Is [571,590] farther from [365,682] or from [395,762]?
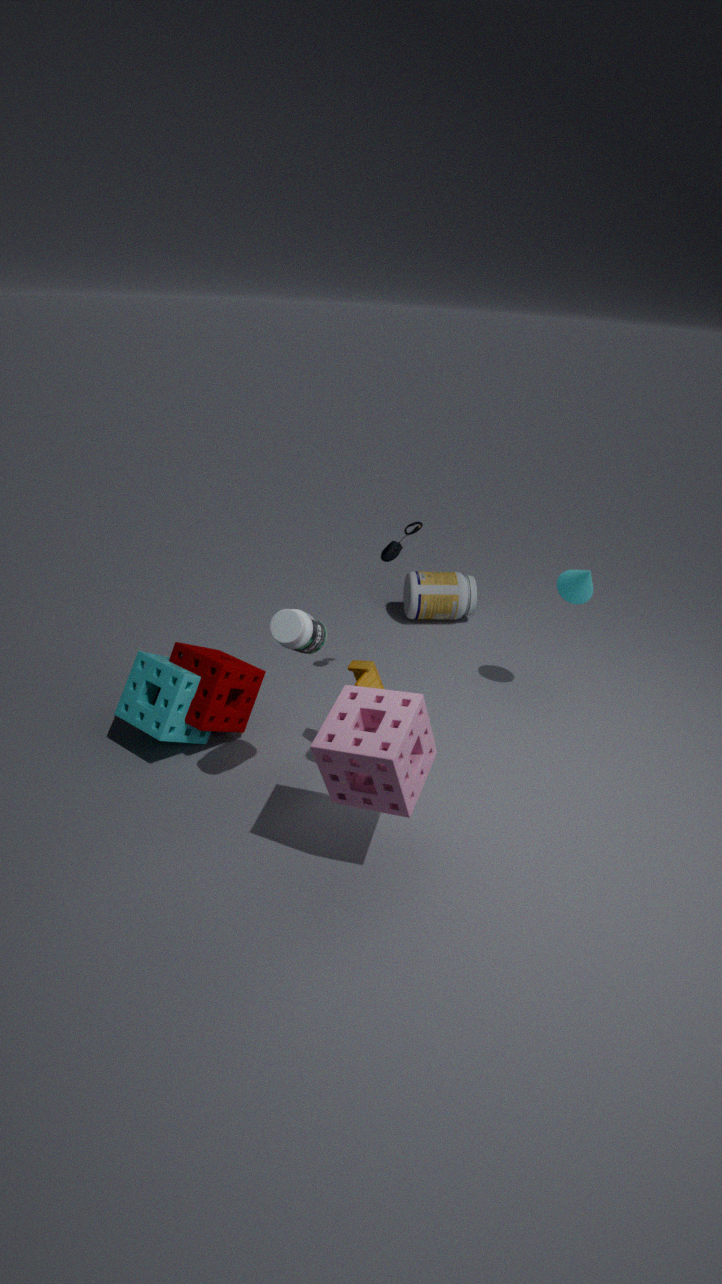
[395,762]
